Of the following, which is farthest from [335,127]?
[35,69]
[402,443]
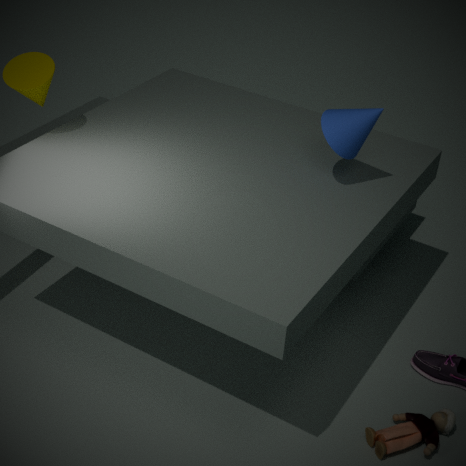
[35,69]
